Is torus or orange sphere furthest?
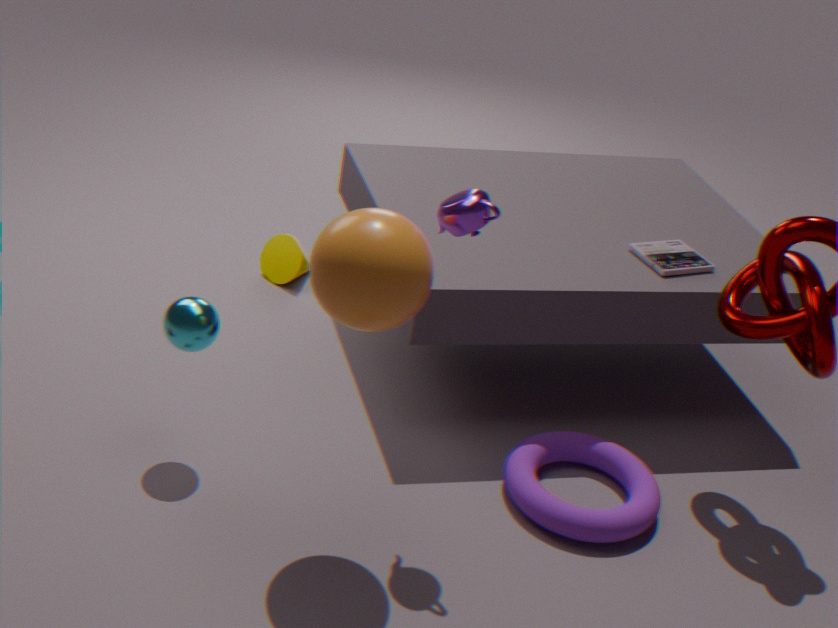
torus
